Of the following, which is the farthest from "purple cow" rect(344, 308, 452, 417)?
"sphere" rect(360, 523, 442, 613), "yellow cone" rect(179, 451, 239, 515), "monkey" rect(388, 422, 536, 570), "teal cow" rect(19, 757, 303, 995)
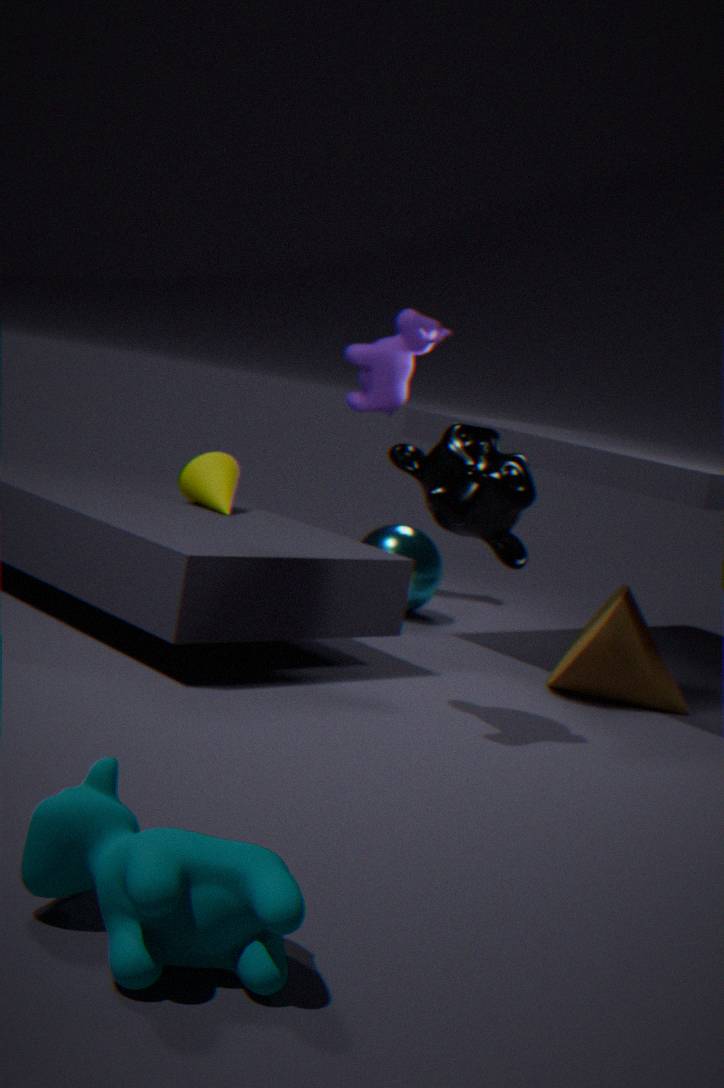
"teal cow" rect(19, 757, 303, 995)
